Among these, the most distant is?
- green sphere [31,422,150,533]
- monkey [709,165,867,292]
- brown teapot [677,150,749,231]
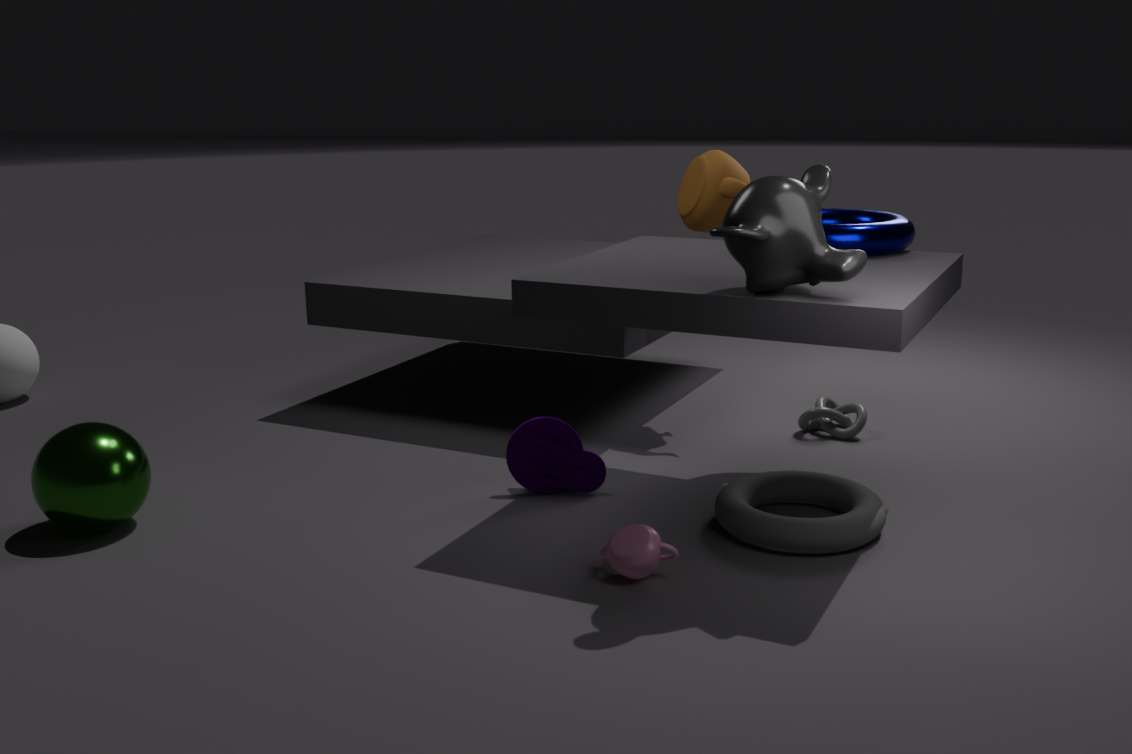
brown teapot [677,150,749,231]
